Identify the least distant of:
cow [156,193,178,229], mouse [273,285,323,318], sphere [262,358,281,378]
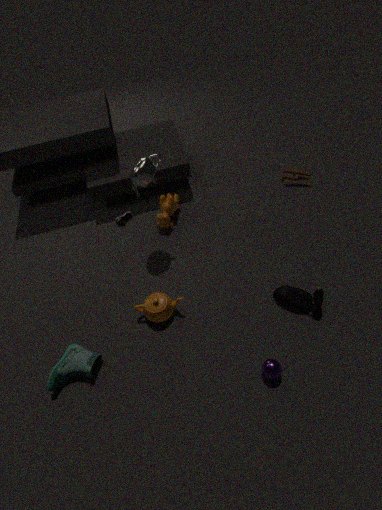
sphere [262,358,281,378]
